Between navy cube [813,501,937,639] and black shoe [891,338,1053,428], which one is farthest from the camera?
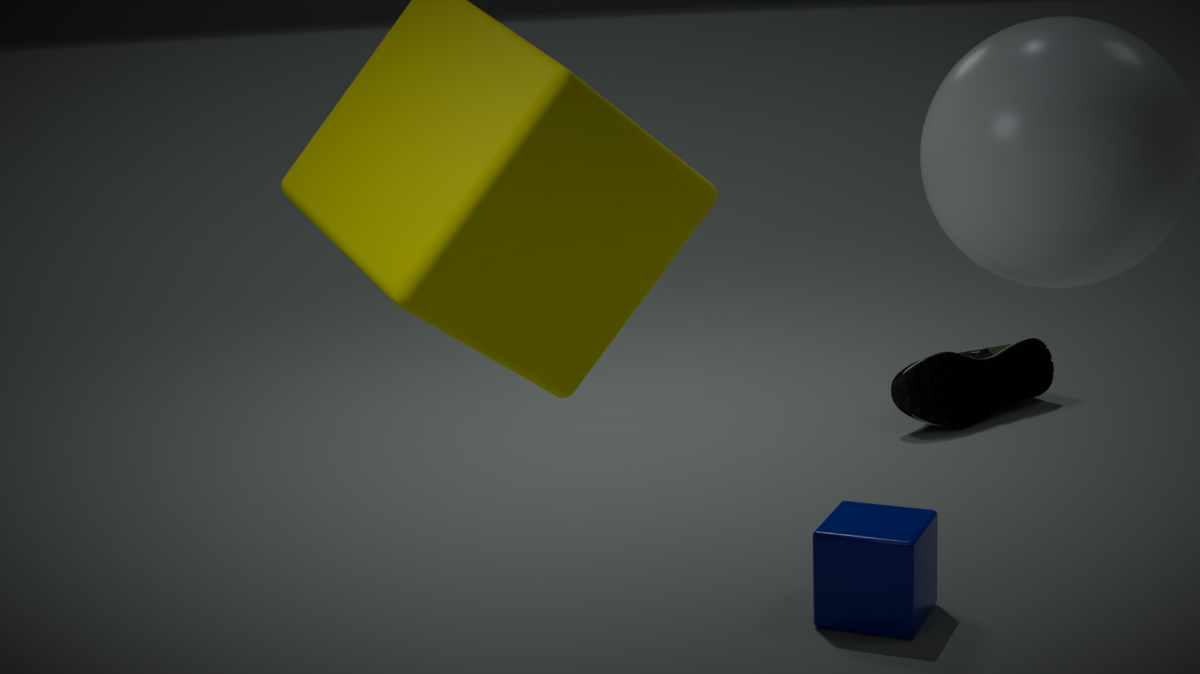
black shoe [891,338,1053,428]
